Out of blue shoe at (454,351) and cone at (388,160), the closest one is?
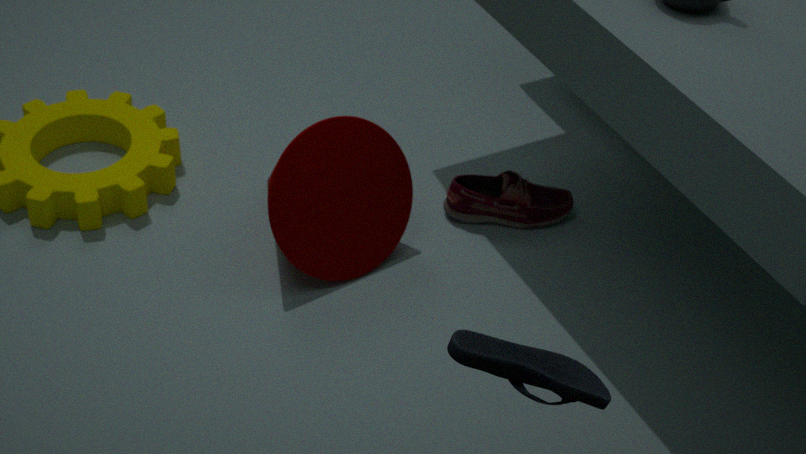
blue shoe at (454,351)
